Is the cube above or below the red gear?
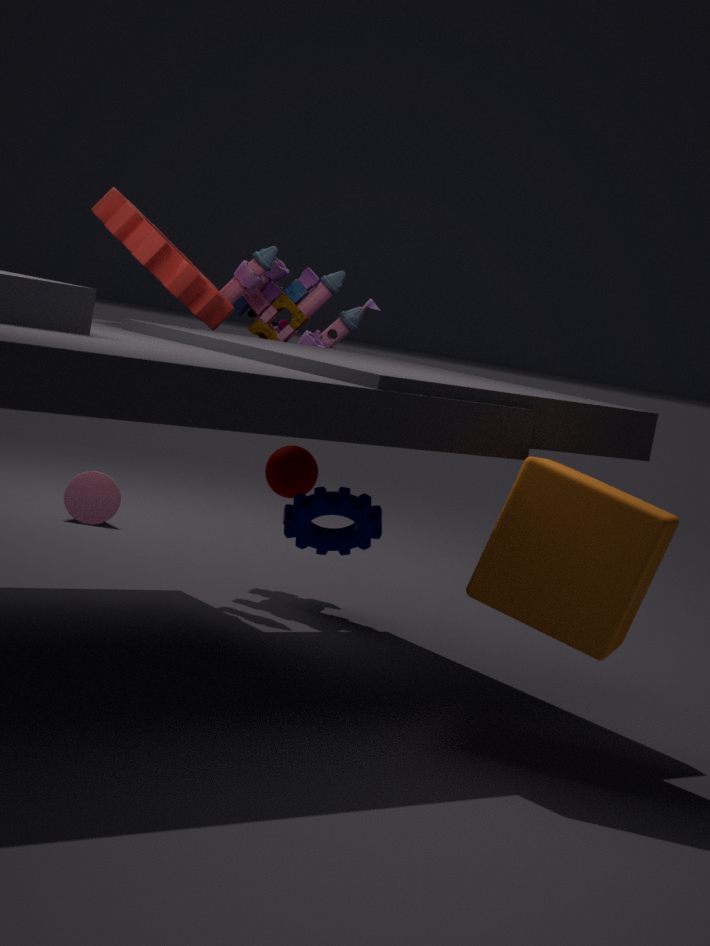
below
